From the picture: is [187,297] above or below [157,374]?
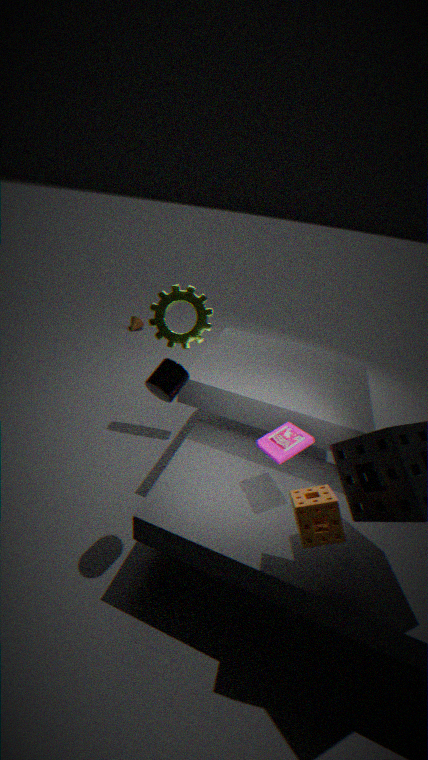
below
